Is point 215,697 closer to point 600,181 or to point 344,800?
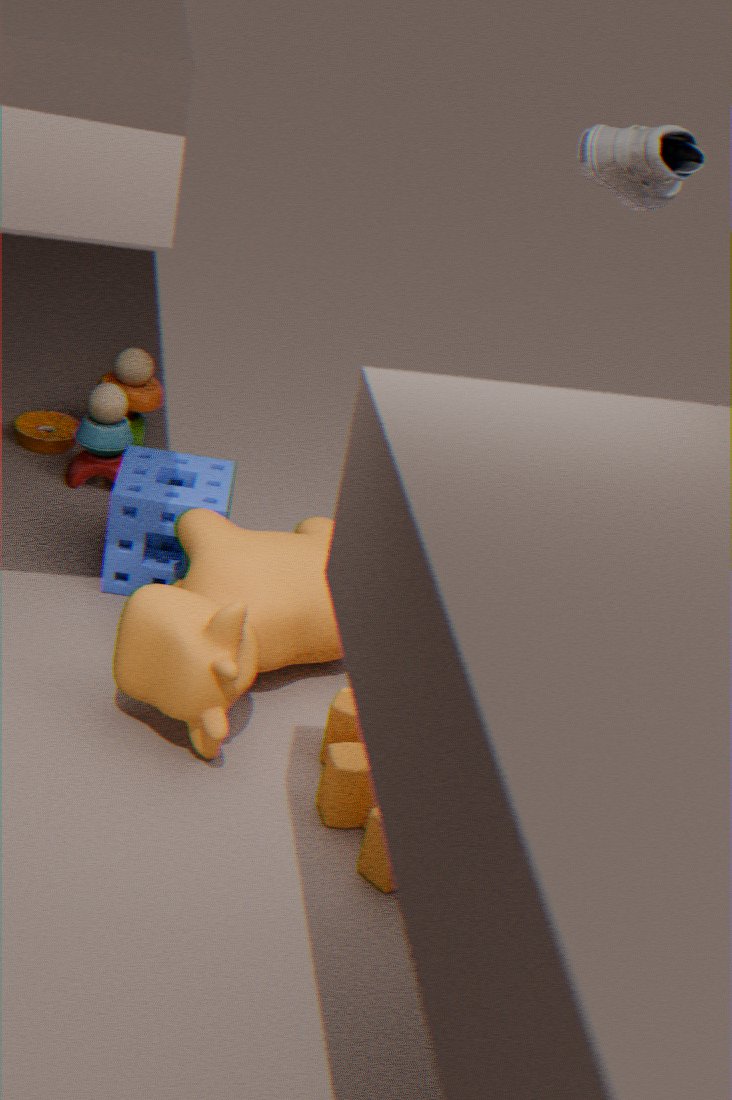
point 344,800
